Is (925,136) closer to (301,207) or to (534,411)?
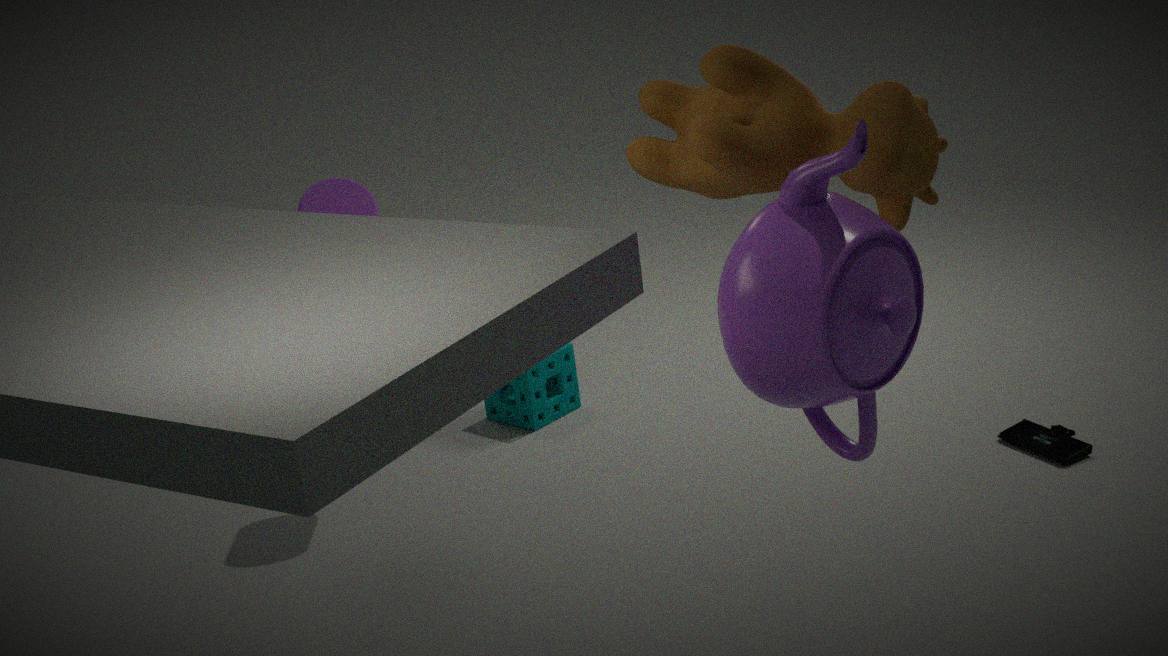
(301,207)
